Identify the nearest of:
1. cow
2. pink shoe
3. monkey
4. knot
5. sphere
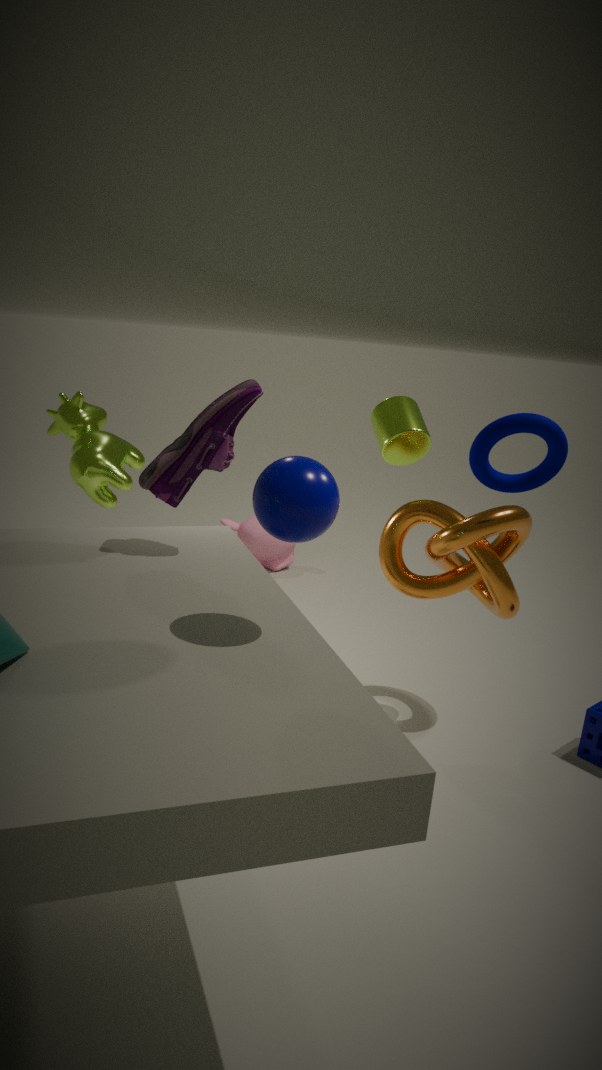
sphere
